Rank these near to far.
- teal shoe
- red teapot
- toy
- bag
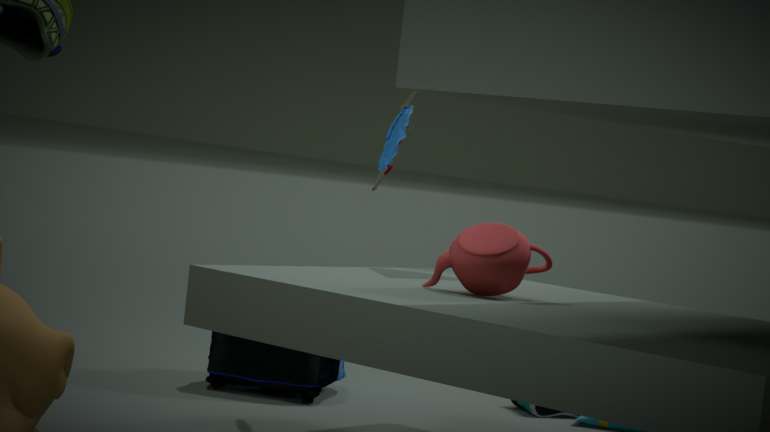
1. red teapot
2. toy
3. bag
4. teal shoe
